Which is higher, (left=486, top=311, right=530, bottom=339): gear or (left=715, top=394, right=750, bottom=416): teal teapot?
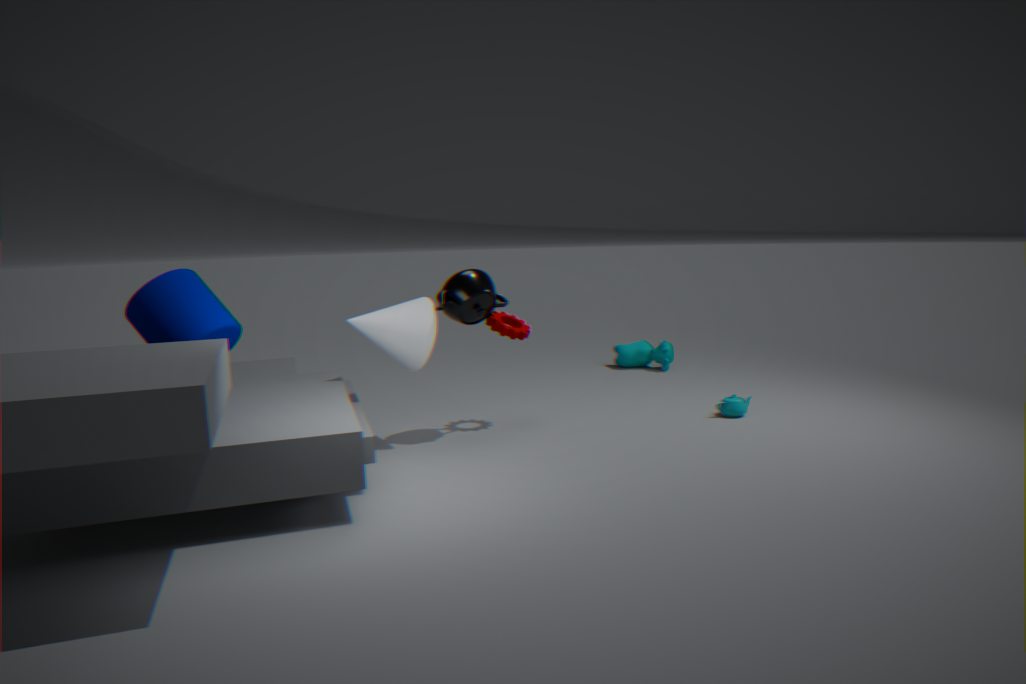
(left=486, top=311, right=530, bottom=339): gear
